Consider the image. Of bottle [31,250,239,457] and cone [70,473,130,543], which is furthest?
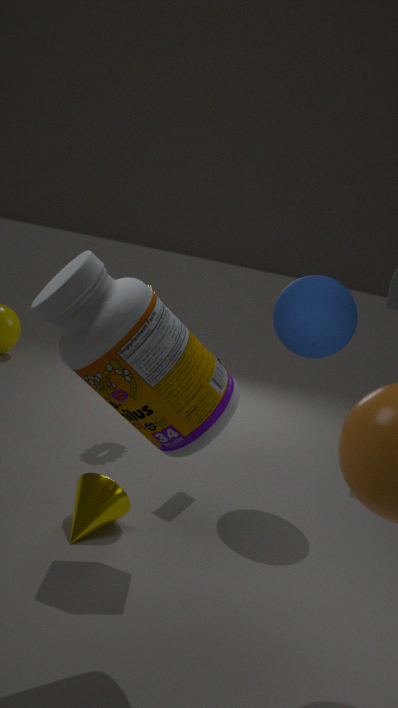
cone [70,473,130,543]
